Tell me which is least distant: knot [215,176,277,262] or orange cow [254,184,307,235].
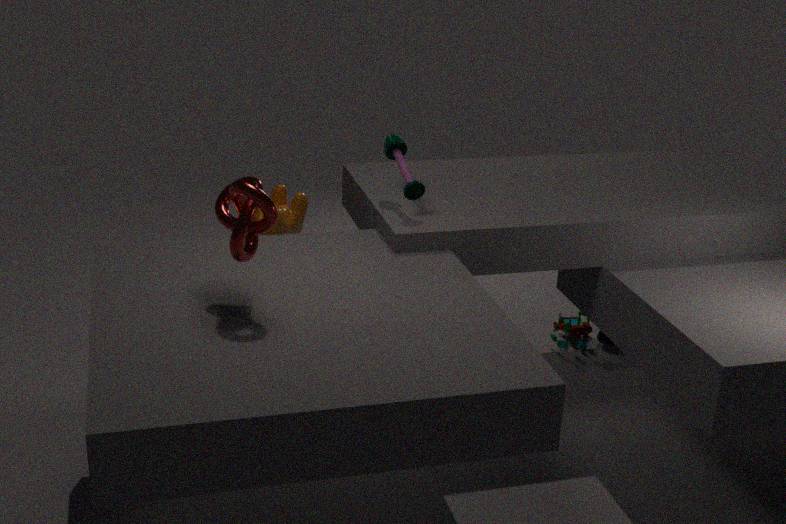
knot [215,176,277,262]
